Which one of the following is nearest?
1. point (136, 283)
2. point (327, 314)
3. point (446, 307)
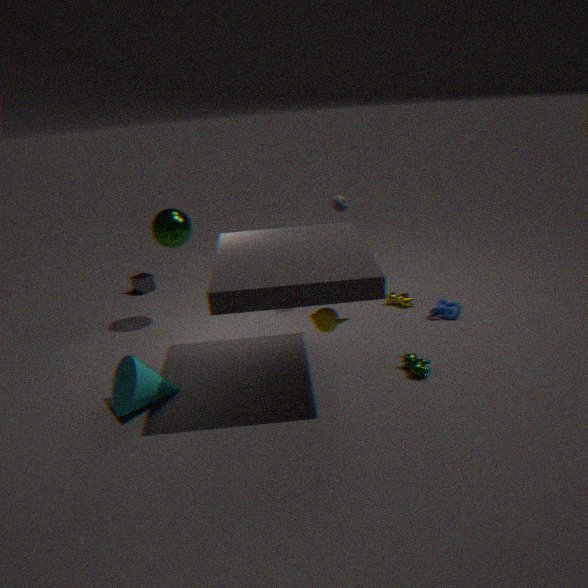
point (327, 314)
